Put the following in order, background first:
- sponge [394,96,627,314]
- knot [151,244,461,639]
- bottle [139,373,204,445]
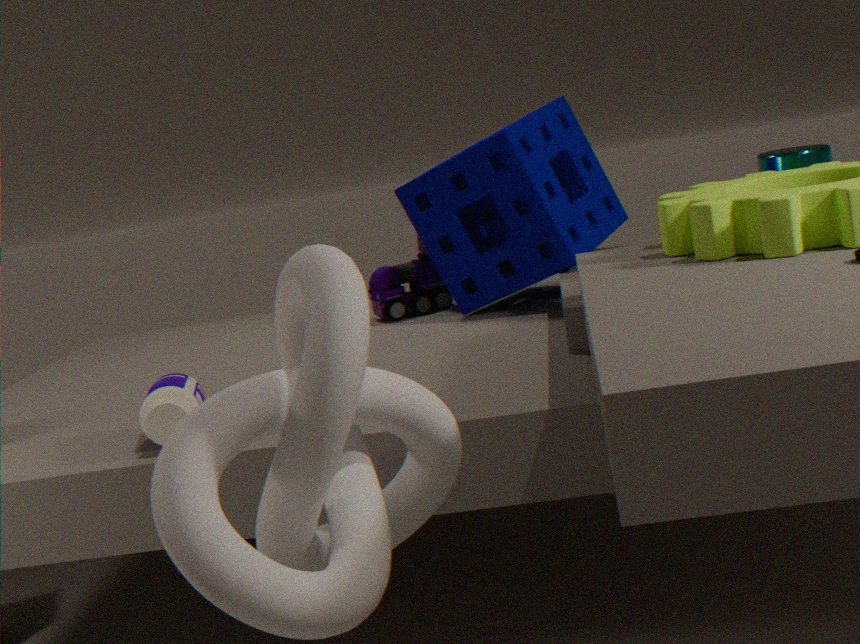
1. sponge [394,96,627,314]
2. bottle [139,373,204,445]
3. knot [151,244,461,639]
